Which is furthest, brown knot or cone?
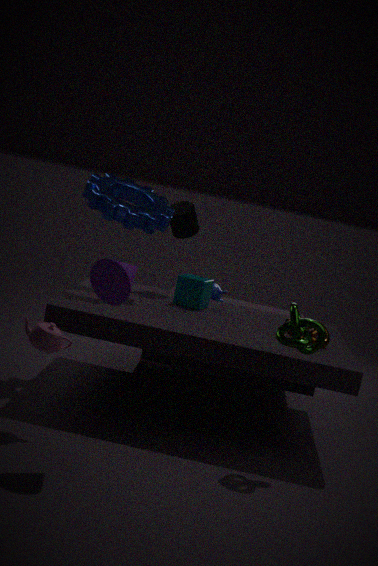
brown knot
